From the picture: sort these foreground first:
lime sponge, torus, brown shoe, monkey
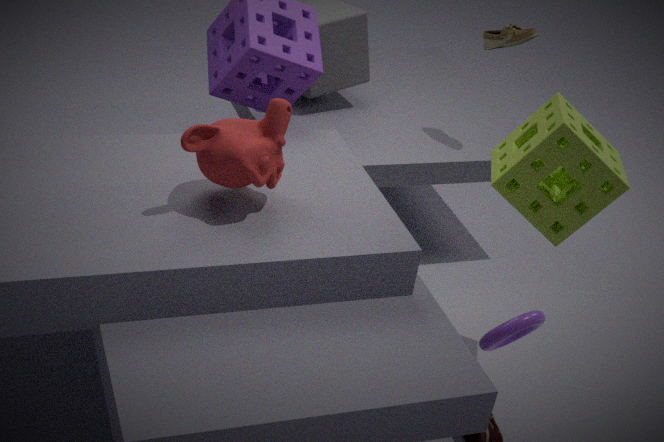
1. monkey
2. torus
3. lime sponge
4. brown shoe
